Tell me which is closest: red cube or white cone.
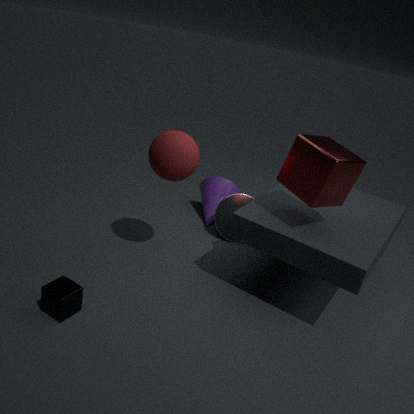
red cube
